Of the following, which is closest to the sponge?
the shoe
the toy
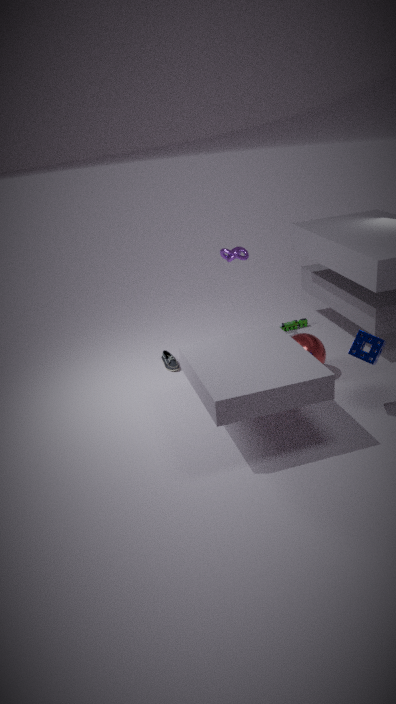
the toy
